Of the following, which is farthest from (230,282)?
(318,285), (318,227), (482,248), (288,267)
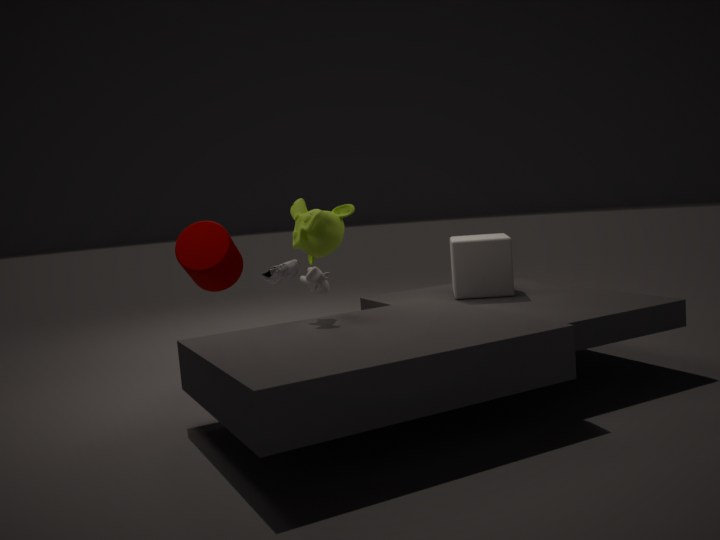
(482,248)
